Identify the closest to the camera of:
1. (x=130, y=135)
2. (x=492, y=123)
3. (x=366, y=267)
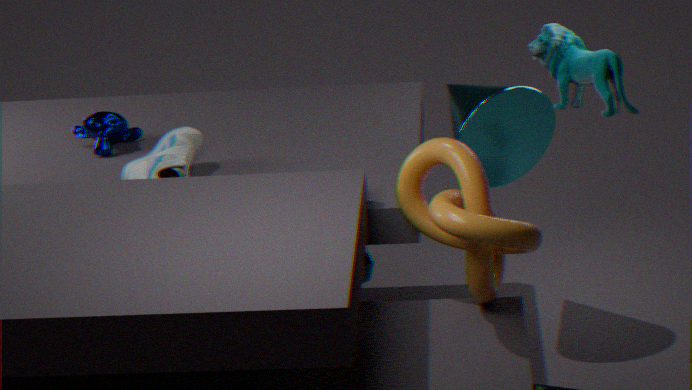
(x=366, y=267)
